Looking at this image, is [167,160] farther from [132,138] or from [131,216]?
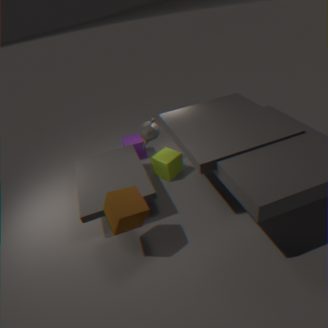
[131,216]
